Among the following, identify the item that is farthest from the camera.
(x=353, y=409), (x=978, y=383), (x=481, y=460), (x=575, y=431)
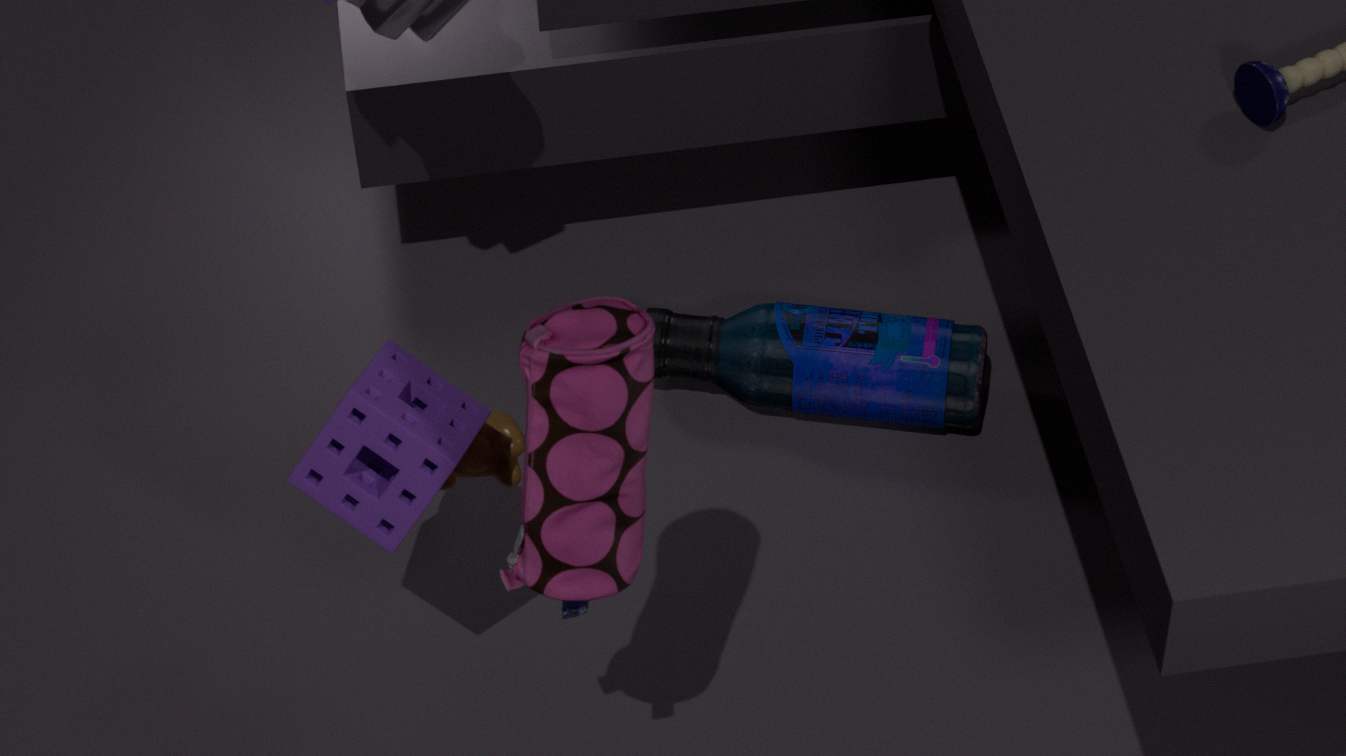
(x=978, y=383)
